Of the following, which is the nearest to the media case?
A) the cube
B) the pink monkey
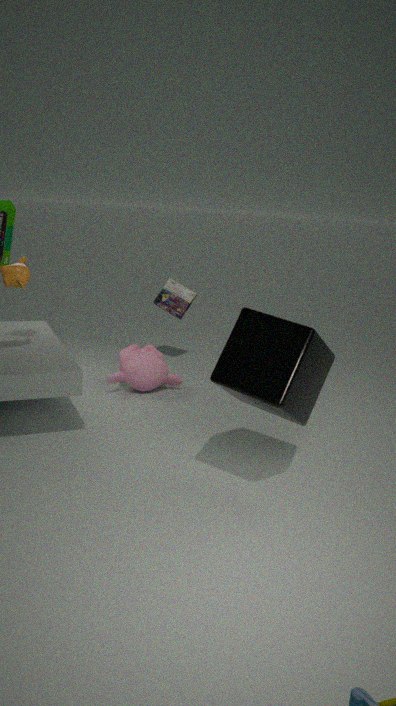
the pink monkey
